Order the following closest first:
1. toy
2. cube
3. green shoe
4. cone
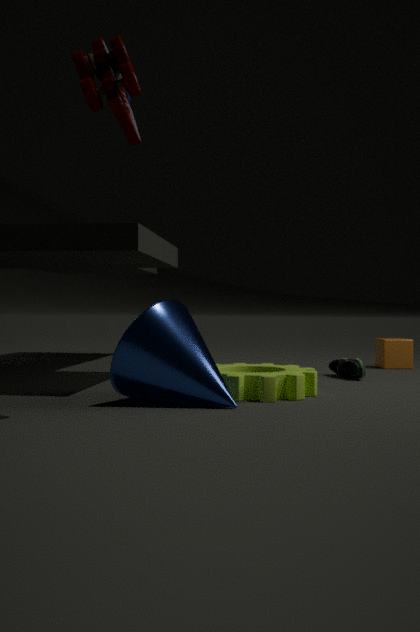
toy → cone → green shoe → cube
